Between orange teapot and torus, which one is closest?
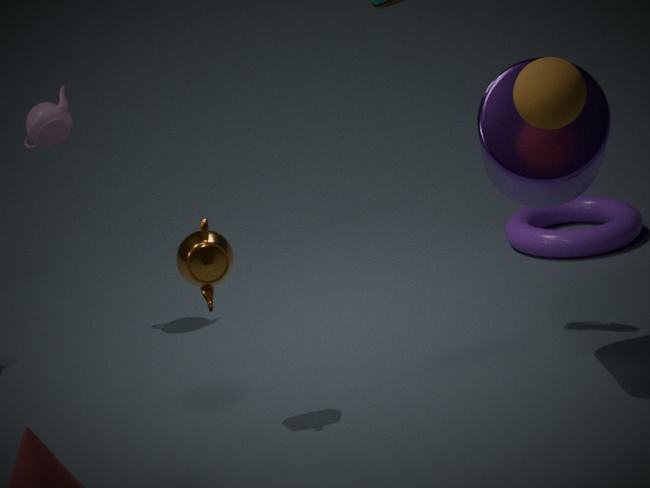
orange teapot
